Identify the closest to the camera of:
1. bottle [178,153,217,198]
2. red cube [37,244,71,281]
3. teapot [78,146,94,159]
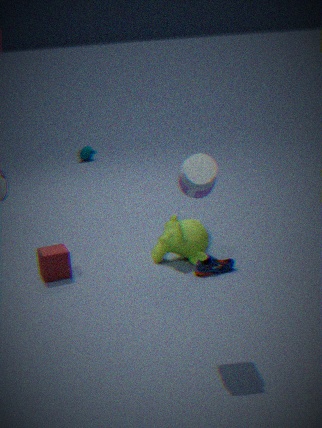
bottle [178,153,217,198]
